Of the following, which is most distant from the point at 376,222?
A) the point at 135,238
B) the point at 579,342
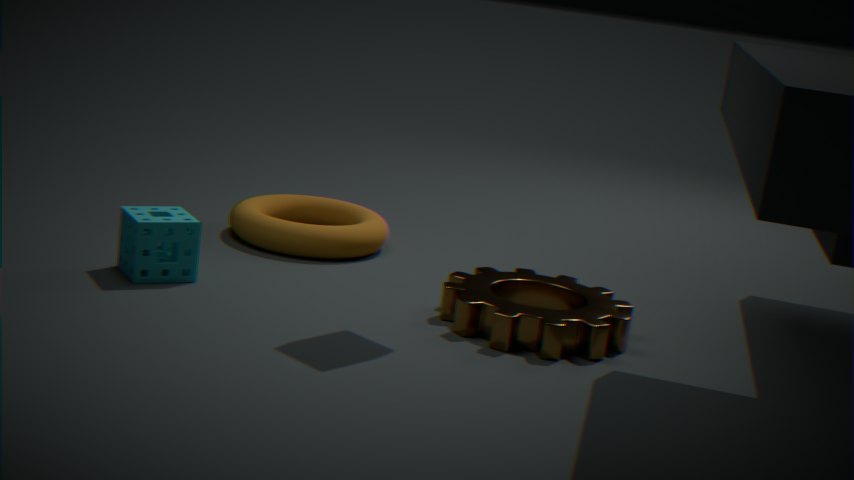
the point at 579,342
